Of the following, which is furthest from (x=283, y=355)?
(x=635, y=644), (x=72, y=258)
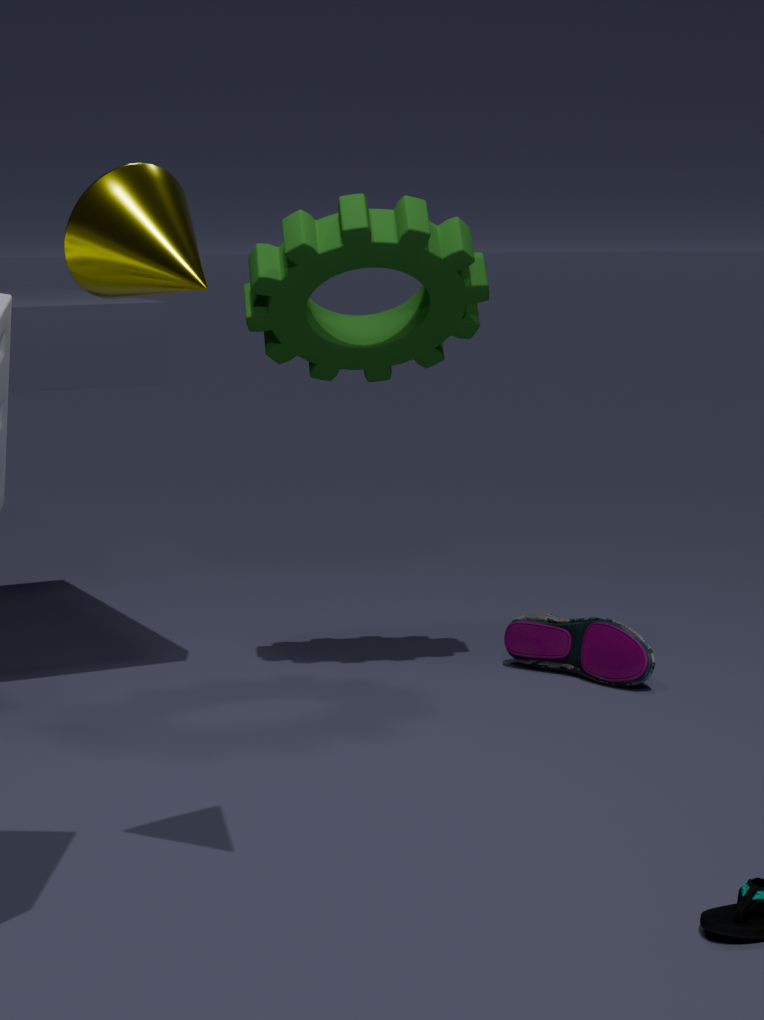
(x=72, y=258)
